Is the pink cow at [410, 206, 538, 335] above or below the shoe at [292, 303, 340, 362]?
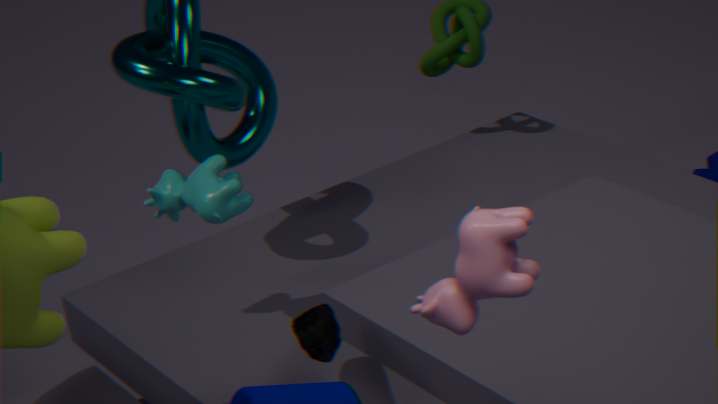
above
